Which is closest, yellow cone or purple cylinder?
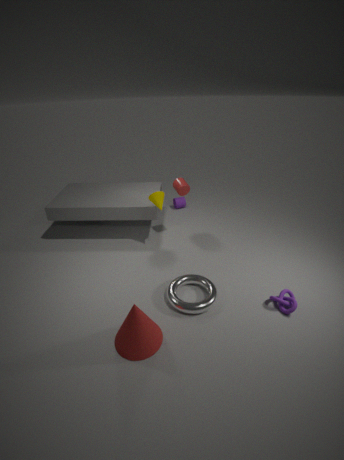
yellow cone
